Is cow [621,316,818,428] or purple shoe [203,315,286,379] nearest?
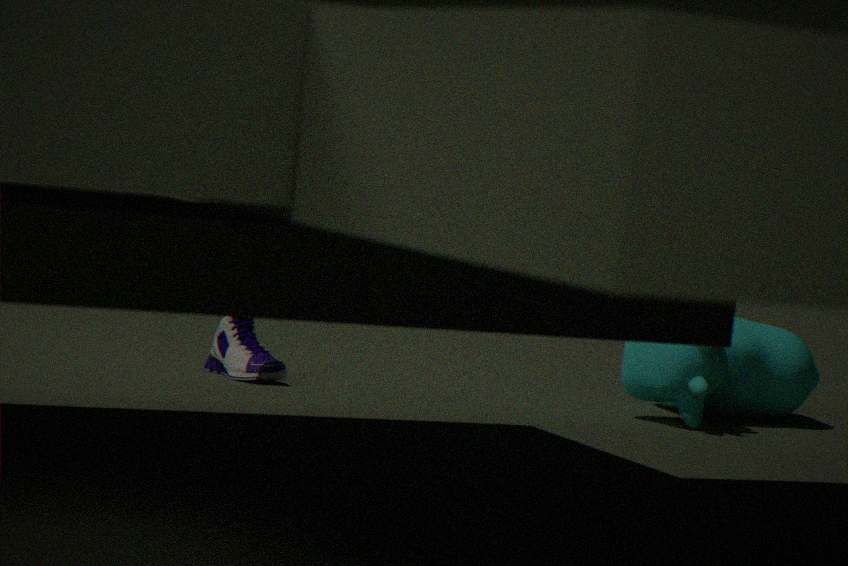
cow [621,316,818,428]
